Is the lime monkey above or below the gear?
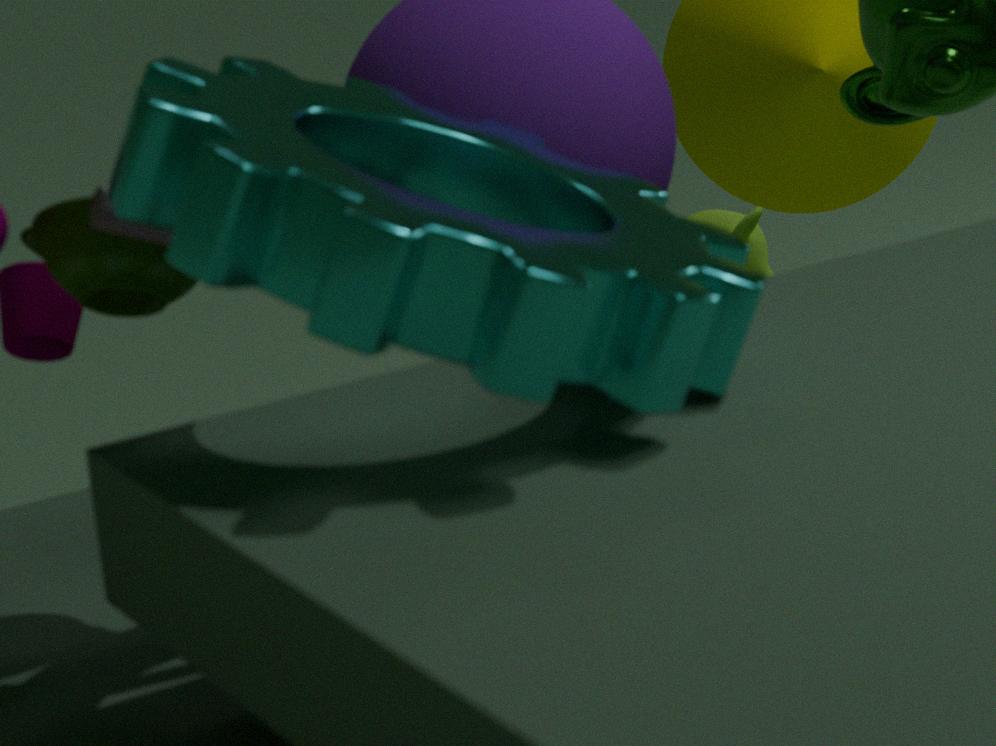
below
